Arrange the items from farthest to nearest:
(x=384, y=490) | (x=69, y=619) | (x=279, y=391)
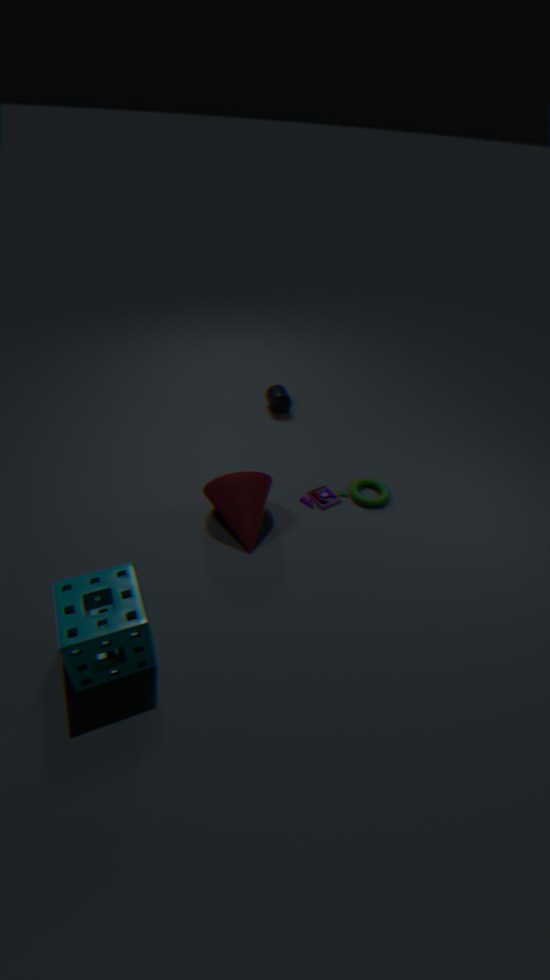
1. (x=279, y=391)
2. (x=384, y=490)
3. (x=69, y=619)
